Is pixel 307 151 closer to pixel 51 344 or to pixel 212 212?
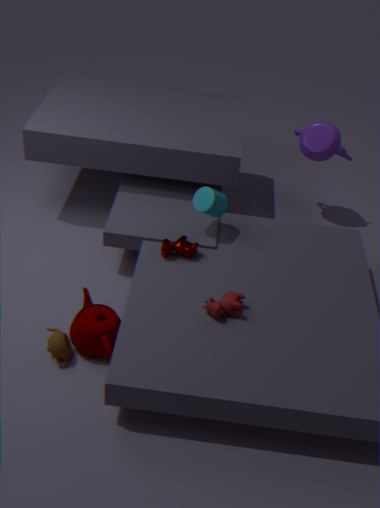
pixel 212 212
